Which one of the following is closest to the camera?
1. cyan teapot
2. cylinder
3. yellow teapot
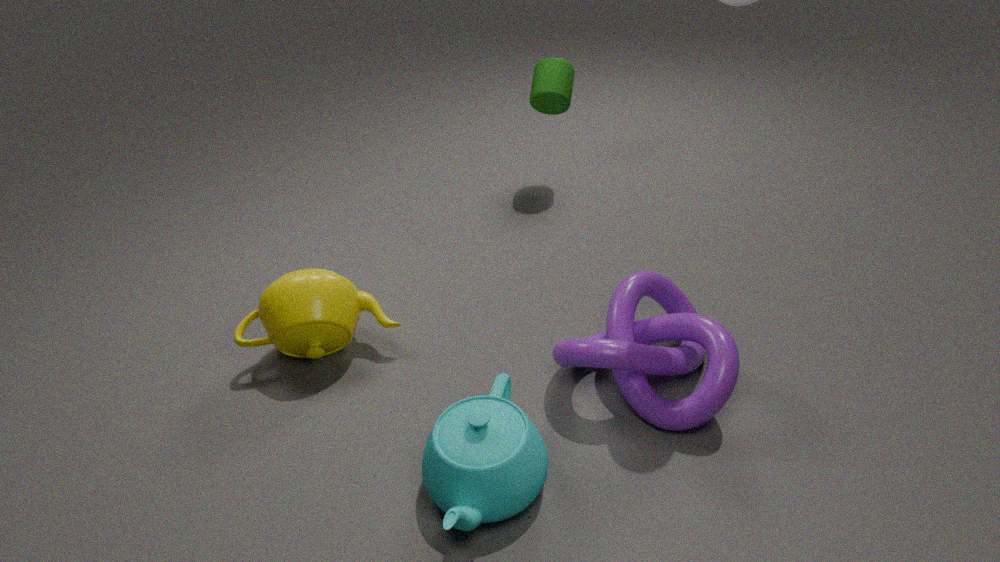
cyan teapot
